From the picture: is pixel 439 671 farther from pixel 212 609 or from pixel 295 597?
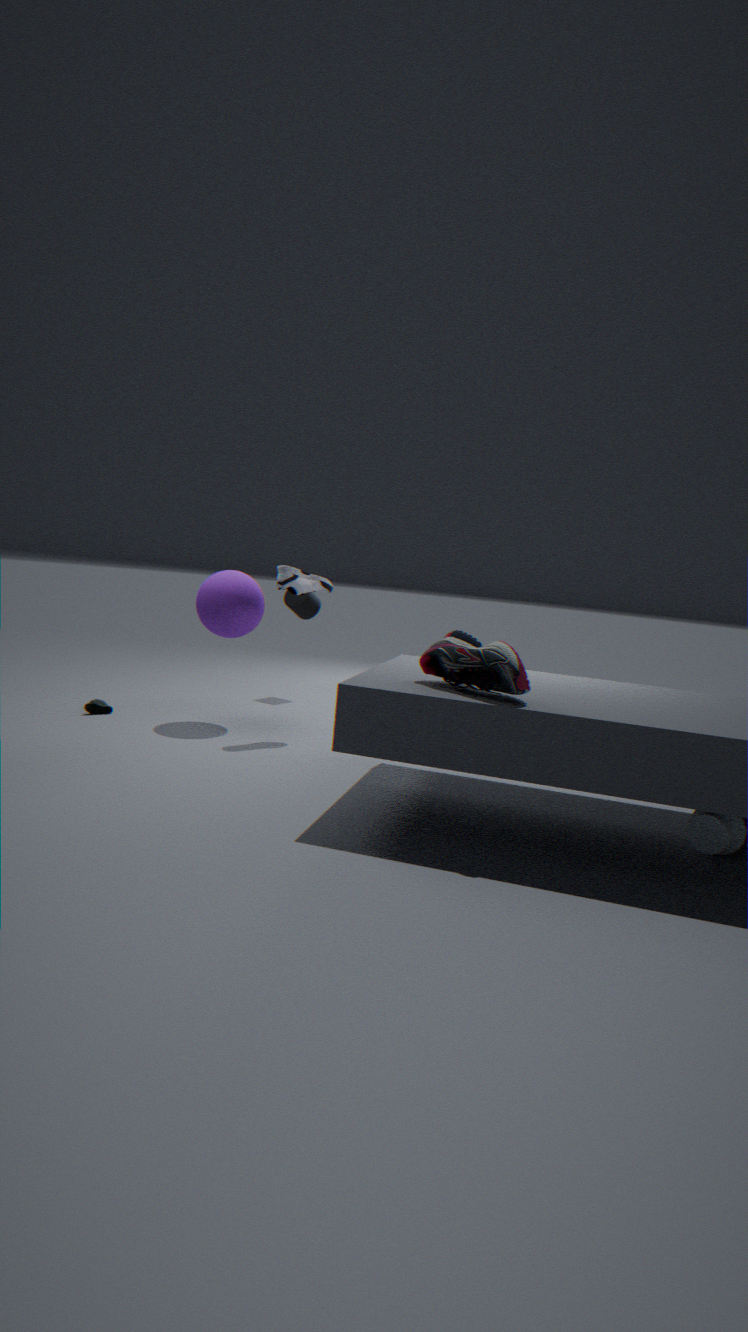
pixel 295 597
